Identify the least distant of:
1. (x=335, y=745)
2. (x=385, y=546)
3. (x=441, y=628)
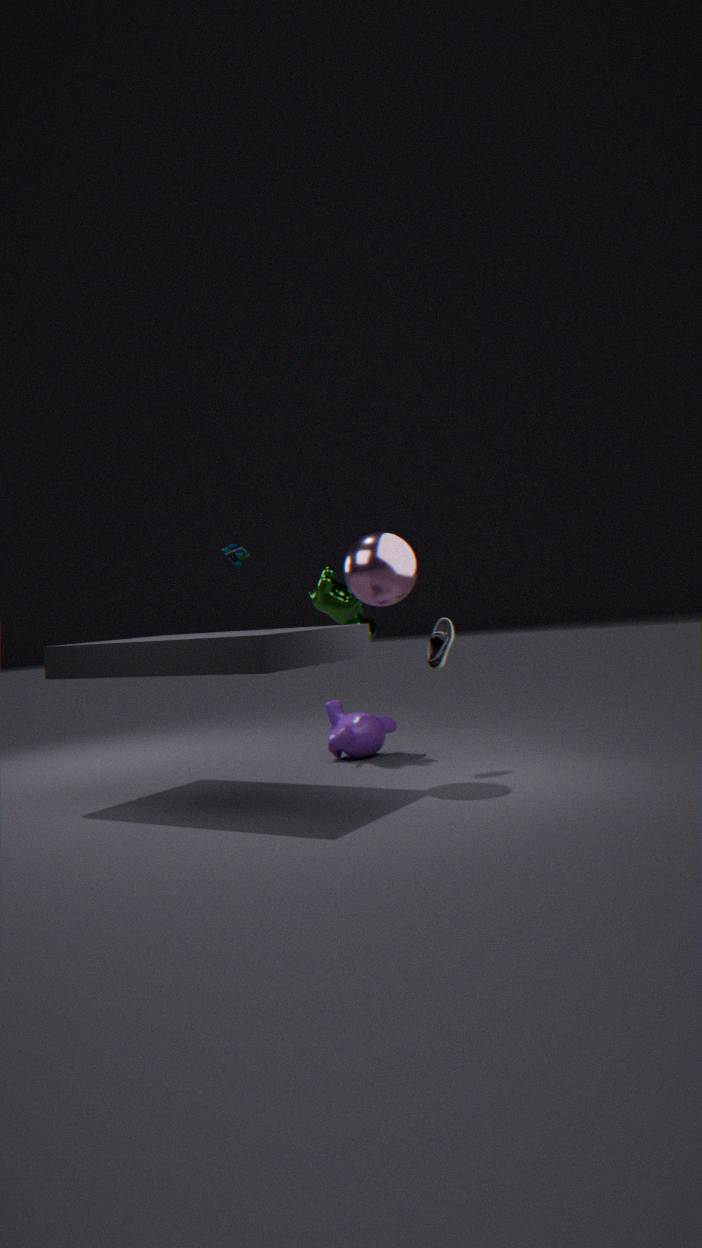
(x=385, y=546)
